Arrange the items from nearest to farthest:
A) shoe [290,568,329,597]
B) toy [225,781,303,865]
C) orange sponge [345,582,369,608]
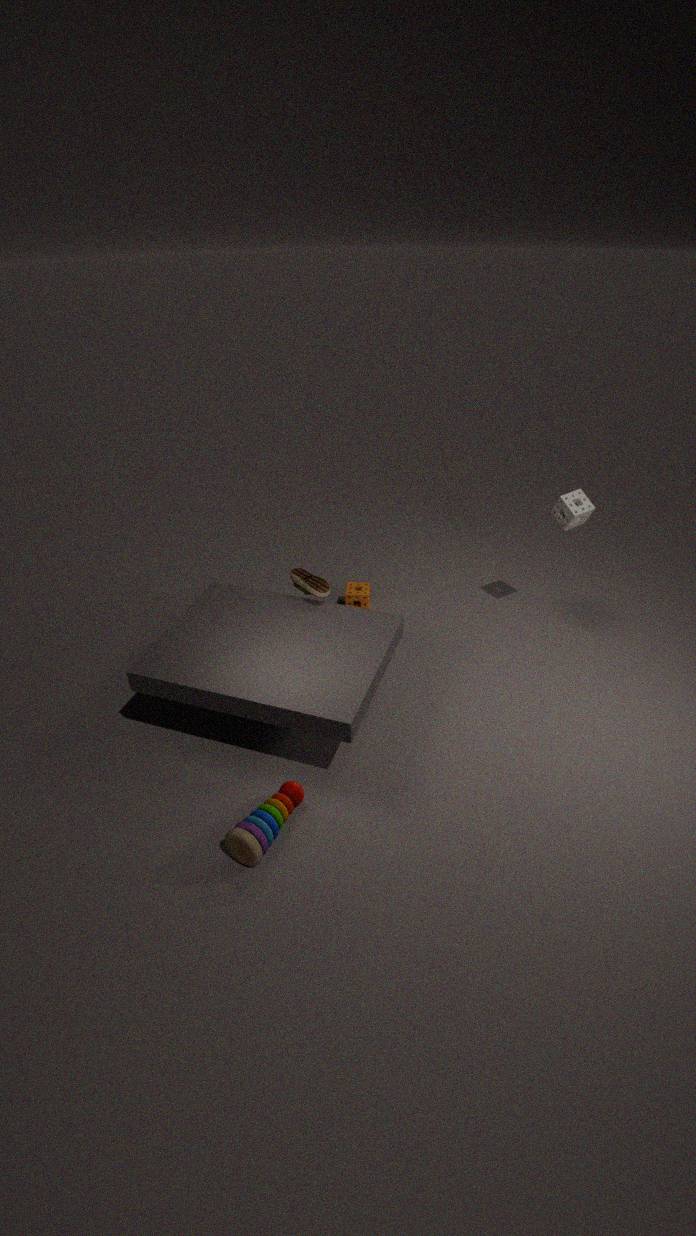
toy [225,781,303,865] → shoe [290,568,329,597] → orange sponge [345,582,369,608]
